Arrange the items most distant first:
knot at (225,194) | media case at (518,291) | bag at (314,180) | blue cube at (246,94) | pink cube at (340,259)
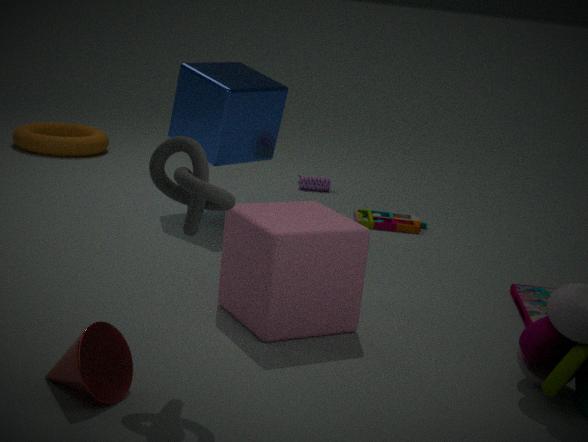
bag at (314,180), blue cube at (246,94), media case at (518,291), pink cube at (340,259), knot at (225,194)
